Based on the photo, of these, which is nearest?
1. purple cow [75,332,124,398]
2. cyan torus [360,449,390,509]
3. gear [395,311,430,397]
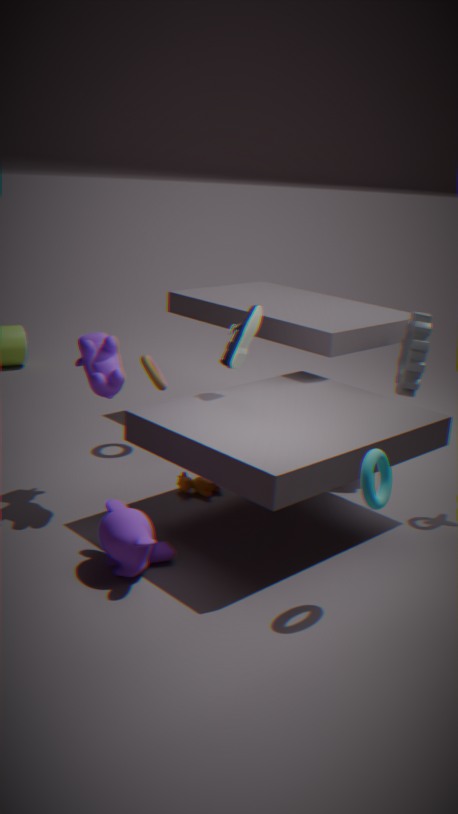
cyan torus [360,449,390,509]
